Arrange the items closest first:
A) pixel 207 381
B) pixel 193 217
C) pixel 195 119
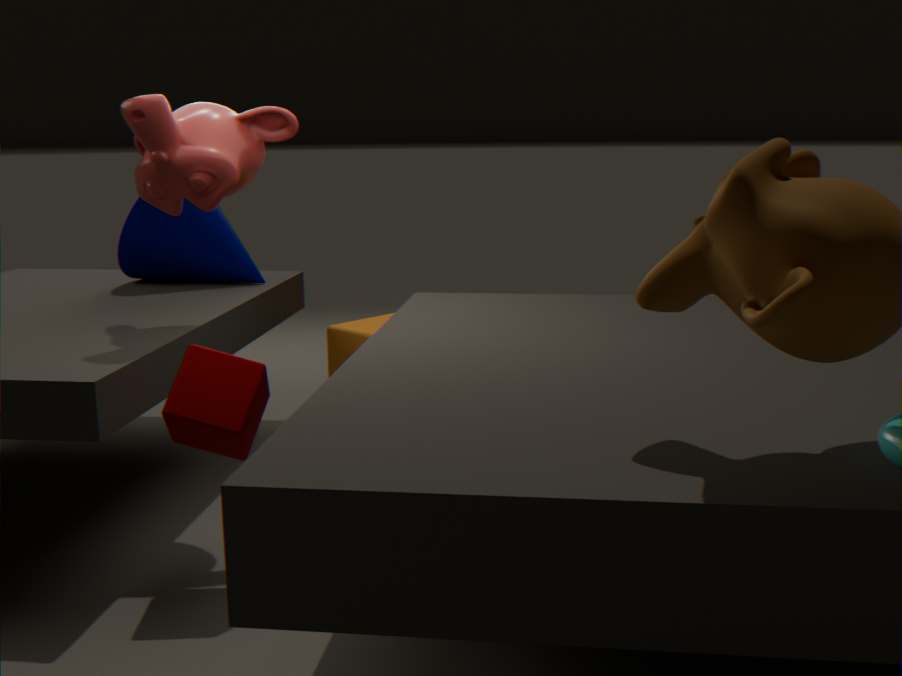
1. A. pixel 207 381
2. C. pixel 195 119
3. B. pixel 193 217
